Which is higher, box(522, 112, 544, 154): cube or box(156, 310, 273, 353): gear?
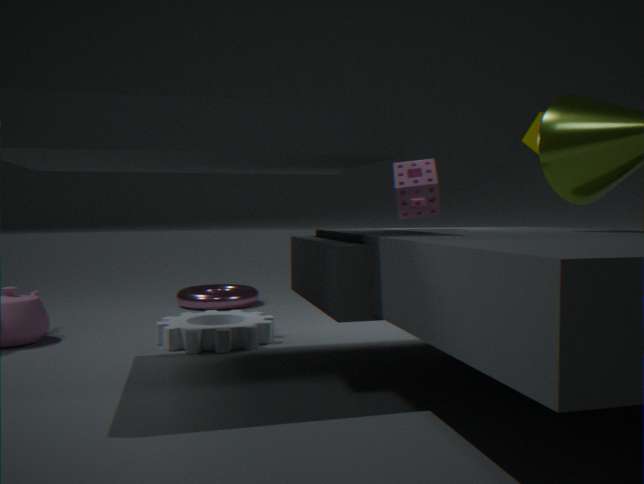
box(522, 112, 544, 154): cube
